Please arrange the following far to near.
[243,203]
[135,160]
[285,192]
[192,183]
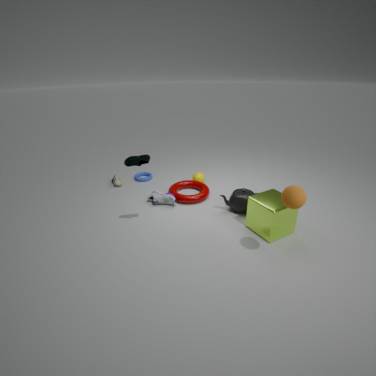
[192,183], [243,203], [135,160], [285,192]
